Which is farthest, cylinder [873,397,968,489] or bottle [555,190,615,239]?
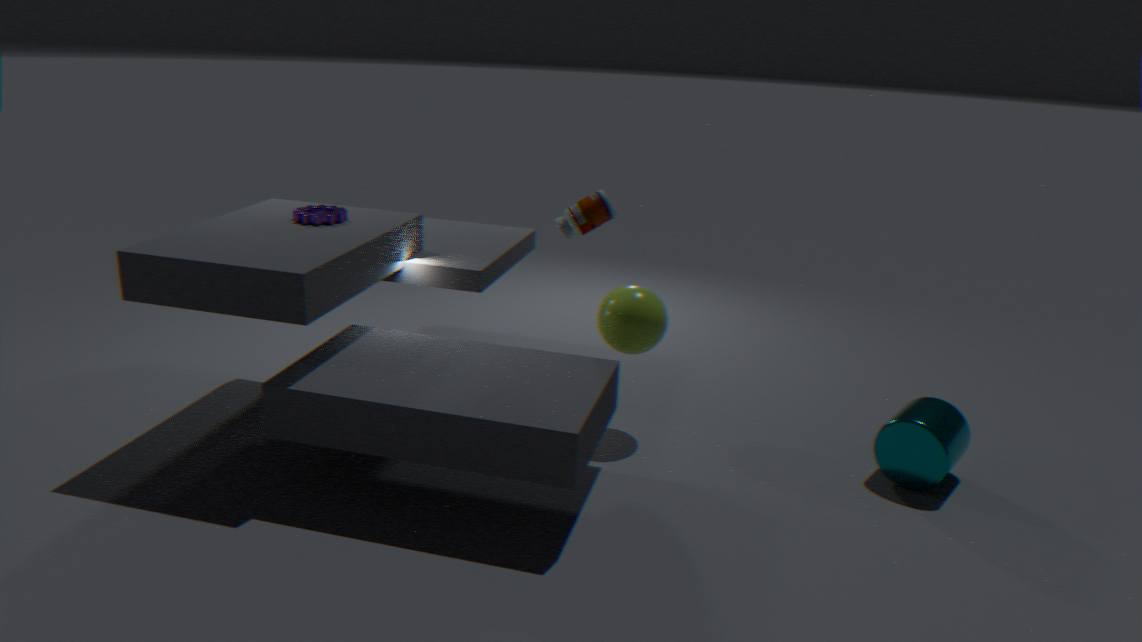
bottle [555,190,615,239]
